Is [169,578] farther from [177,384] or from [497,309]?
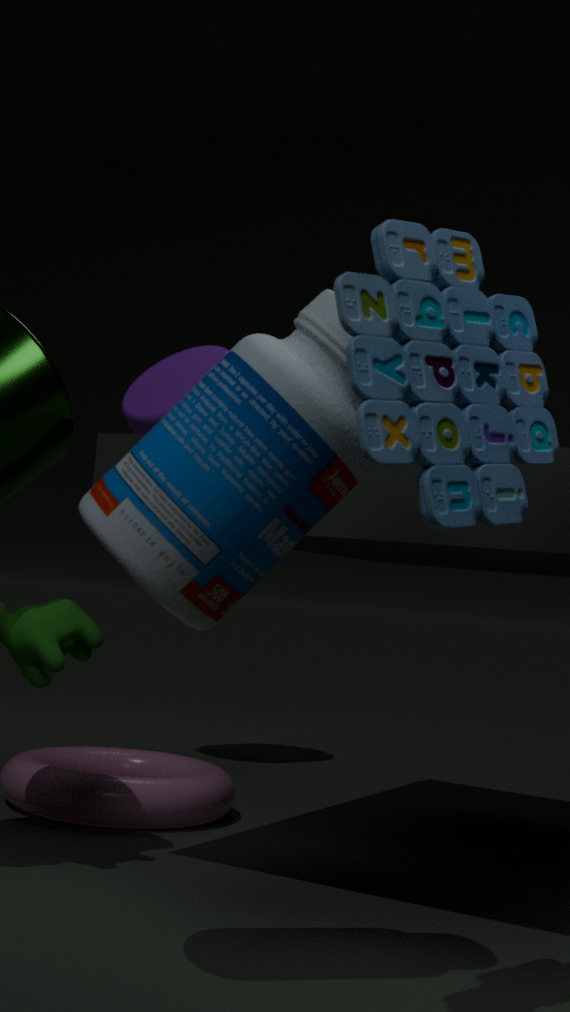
[177,384]
